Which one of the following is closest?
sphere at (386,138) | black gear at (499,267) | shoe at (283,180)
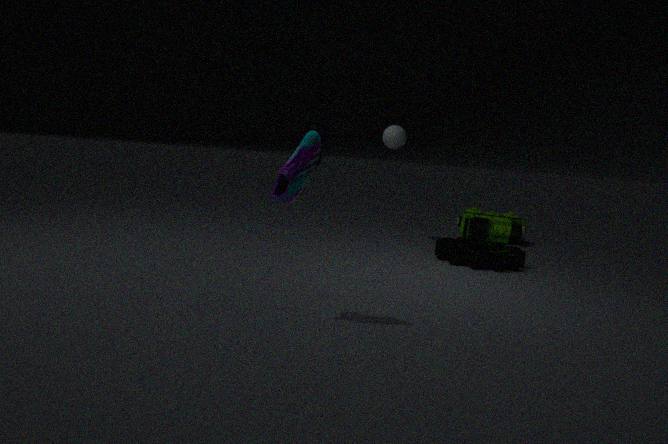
shoe at (283,180)
